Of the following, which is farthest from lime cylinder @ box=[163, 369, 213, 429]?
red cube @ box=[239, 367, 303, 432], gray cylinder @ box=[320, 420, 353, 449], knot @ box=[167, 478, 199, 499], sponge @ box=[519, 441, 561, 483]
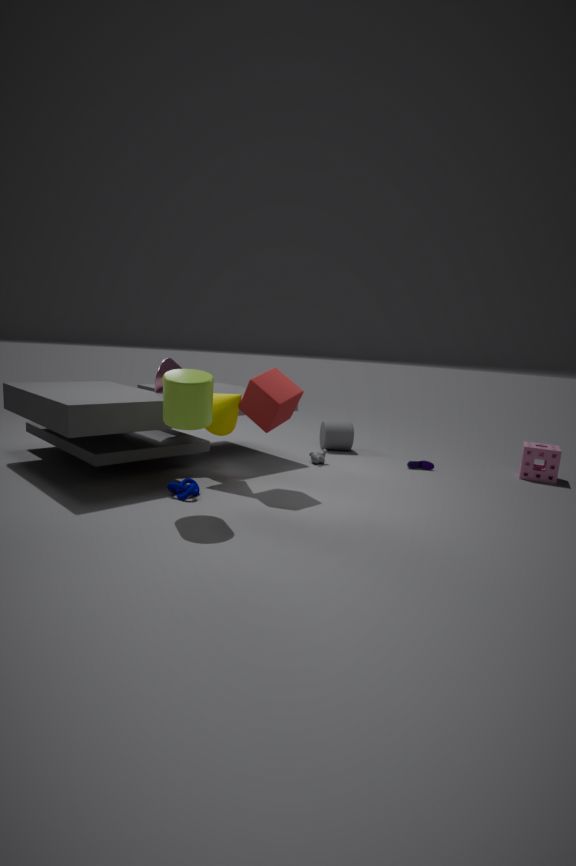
sponge @ box=[519, 441, 561, 483]
